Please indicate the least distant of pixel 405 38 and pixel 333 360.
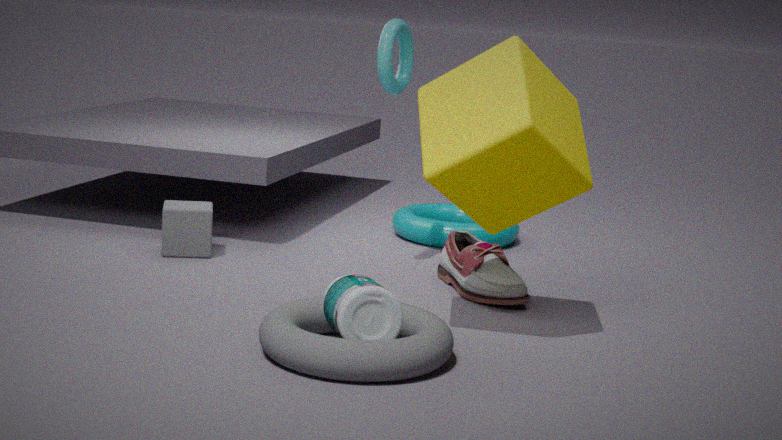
pixel 333 360
